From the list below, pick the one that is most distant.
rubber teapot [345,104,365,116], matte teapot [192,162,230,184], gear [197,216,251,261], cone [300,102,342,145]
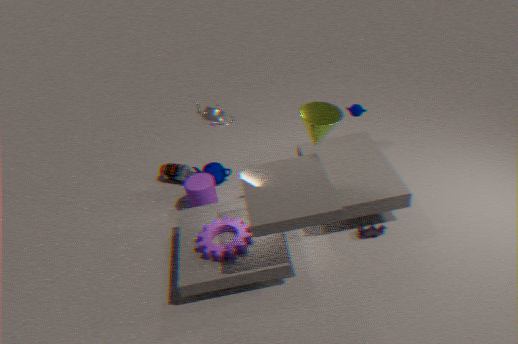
matte teapot [192,162,230,184]
